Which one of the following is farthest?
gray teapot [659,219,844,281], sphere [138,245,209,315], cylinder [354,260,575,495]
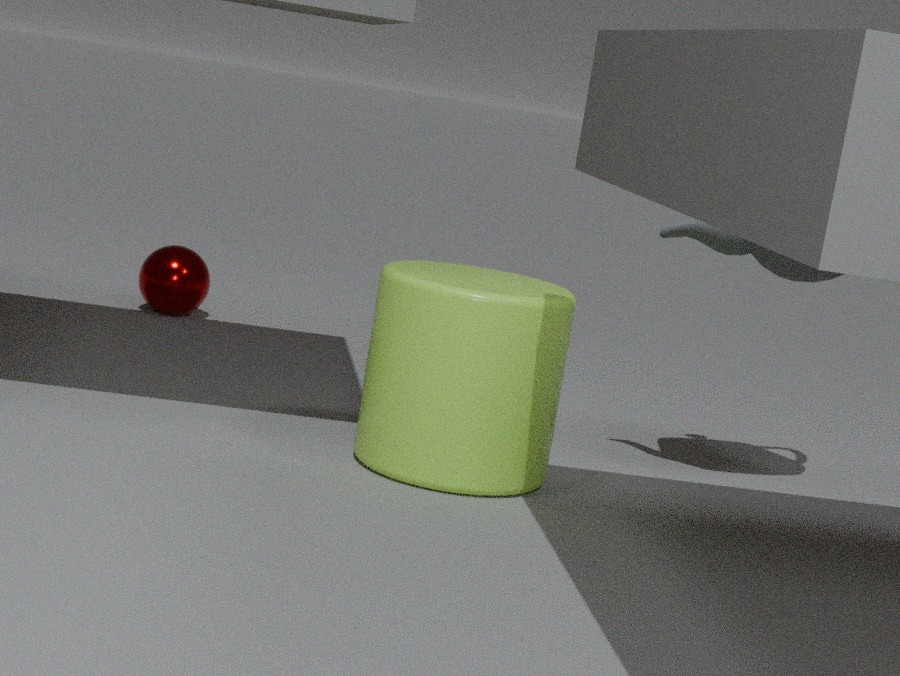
sphere [138,245,209,315]
